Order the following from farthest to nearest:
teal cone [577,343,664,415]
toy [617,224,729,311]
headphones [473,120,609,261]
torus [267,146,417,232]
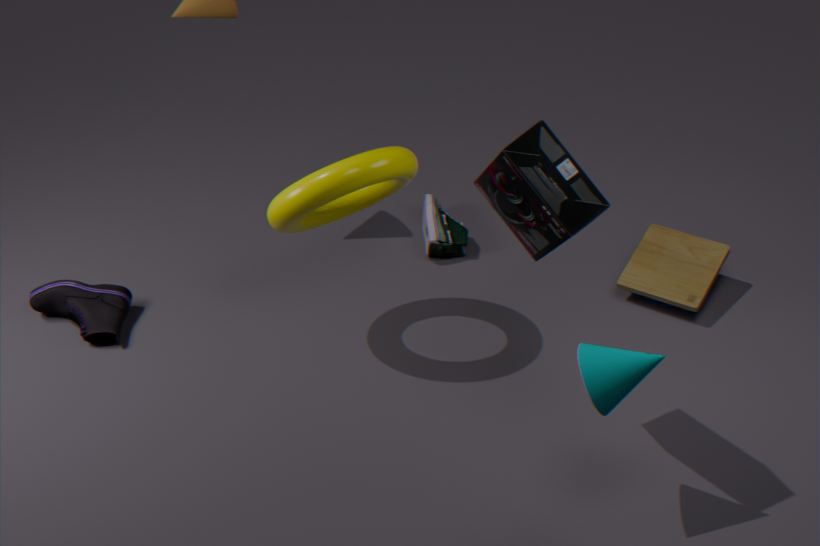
toy [617,224,729,311]
torus [267,146,417,232]
teal cone [577,343,664,415]
headphones [473,120,609,261]
